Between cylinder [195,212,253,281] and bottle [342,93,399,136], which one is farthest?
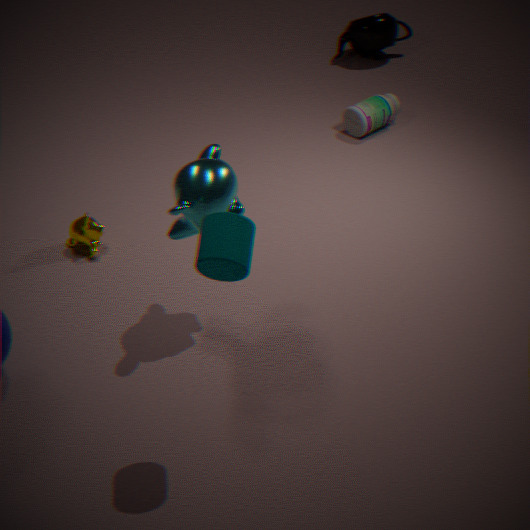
bottle [342,93,399,136]
